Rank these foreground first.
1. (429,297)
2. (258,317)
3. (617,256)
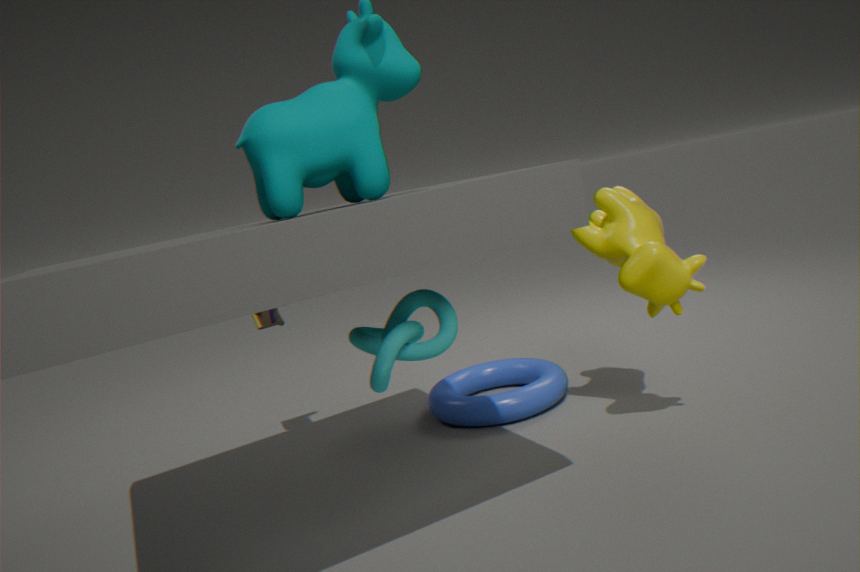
(429,297)
(617,256)
(258,317)
